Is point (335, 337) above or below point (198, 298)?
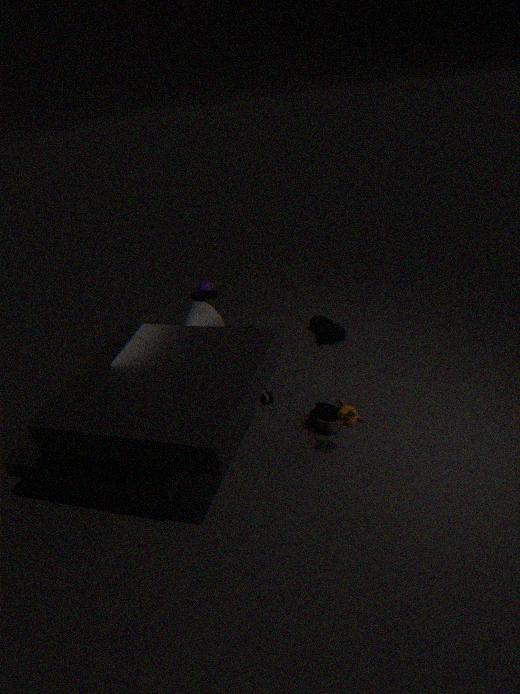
below
